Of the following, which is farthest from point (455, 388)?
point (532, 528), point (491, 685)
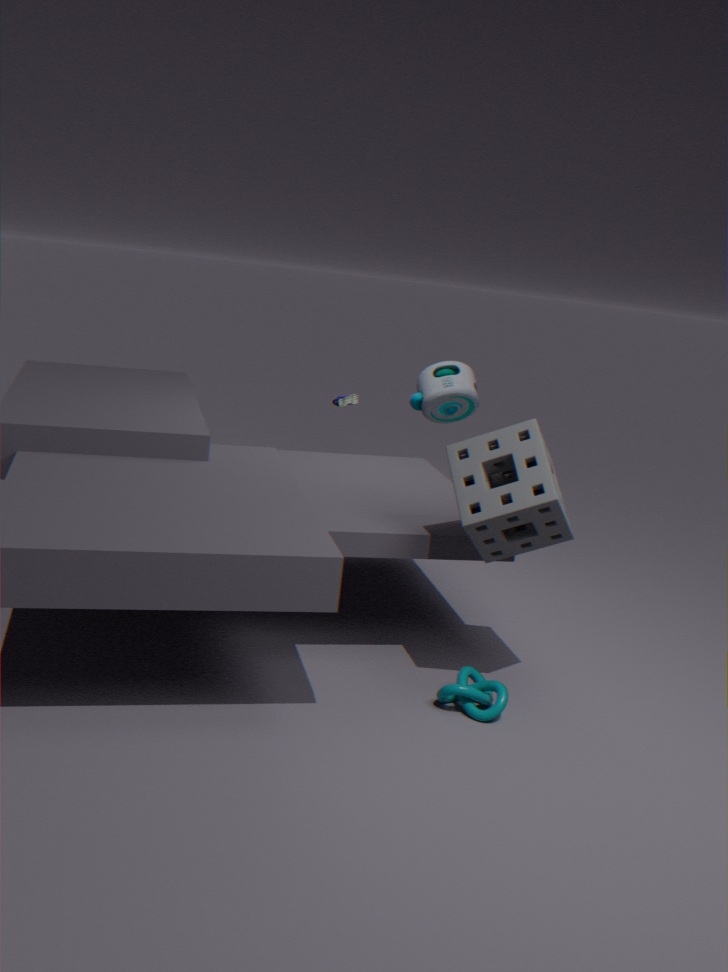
point (491, 685)
